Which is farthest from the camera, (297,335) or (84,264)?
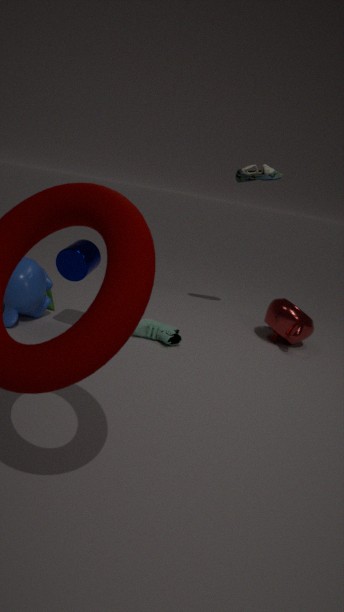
(297,335)
